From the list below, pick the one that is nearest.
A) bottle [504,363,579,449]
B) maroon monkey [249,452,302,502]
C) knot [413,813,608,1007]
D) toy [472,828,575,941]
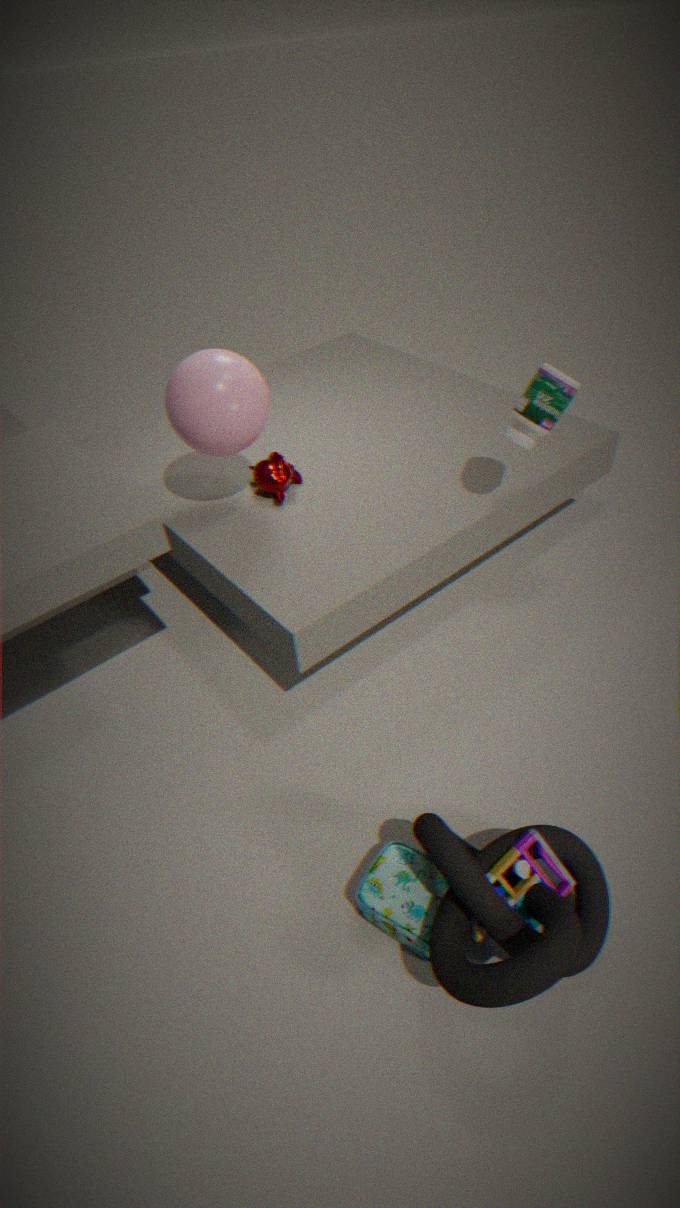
knot [413,813,608,1007]
